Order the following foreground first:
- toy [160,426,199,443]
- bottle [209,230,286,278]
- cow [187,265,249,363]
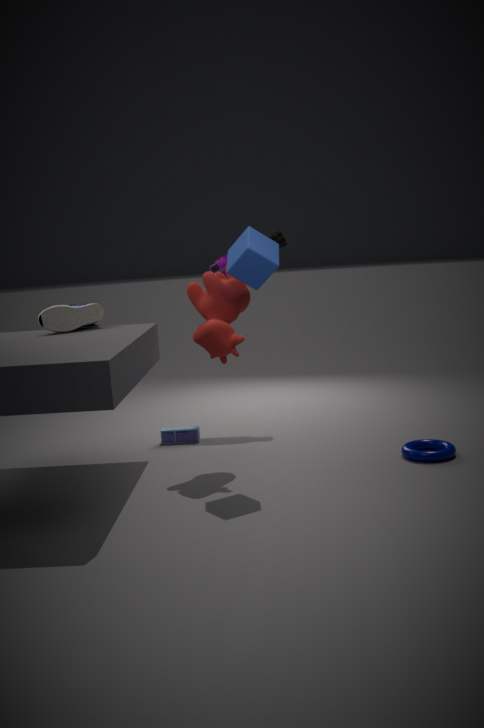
cow [187,265,249,363] < toy [160,426,199,443] < bottle [209,230,286,278]
